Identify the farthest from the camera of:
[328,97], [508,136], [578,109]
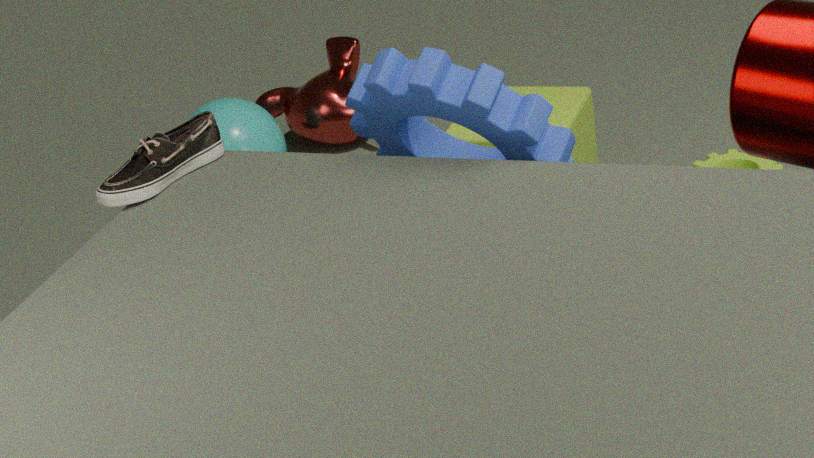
[328,97]
